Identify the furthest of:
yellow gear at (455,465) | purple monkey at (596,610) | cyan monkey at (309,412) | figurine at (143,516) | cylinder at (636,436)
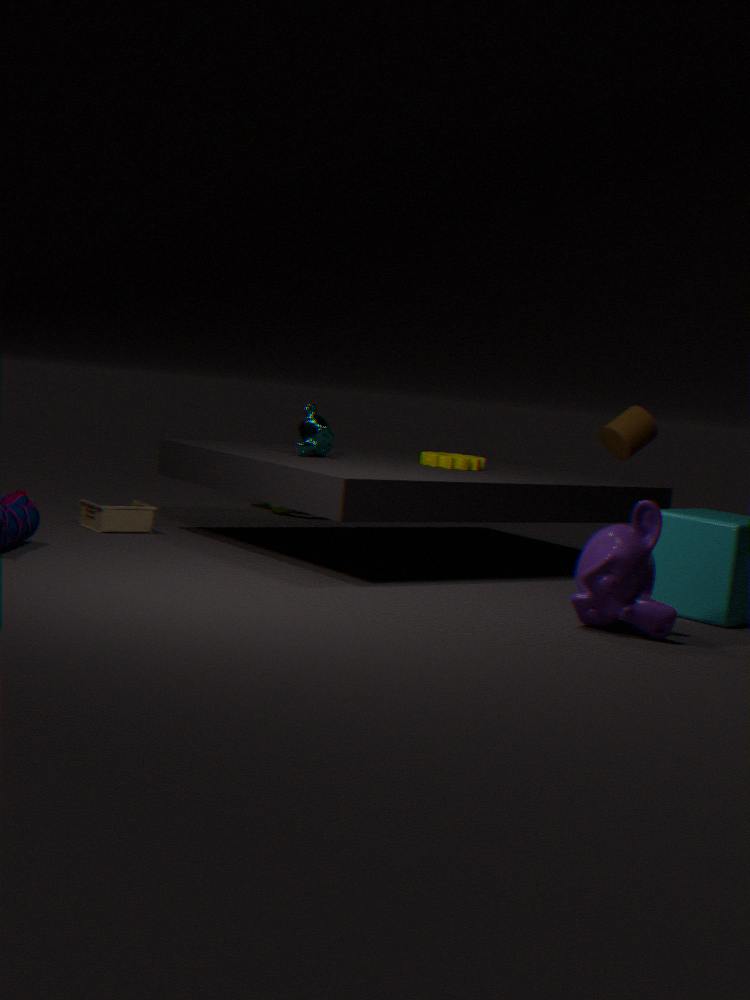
cylinder at (636,436)
